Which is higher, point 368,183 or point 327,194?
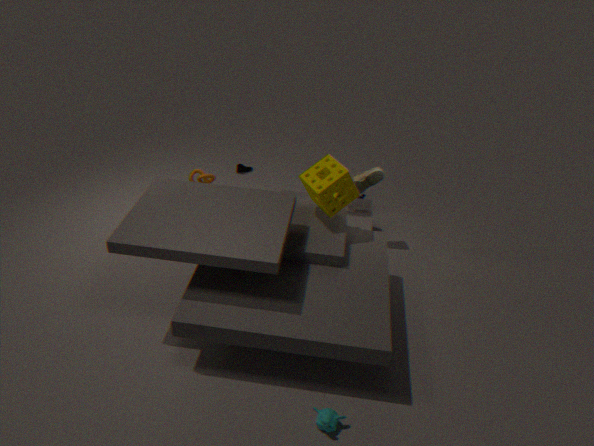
point 327,194
